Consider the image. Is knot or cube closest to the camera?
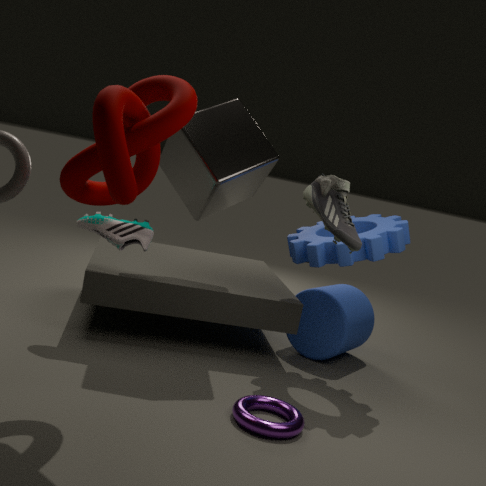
knot
